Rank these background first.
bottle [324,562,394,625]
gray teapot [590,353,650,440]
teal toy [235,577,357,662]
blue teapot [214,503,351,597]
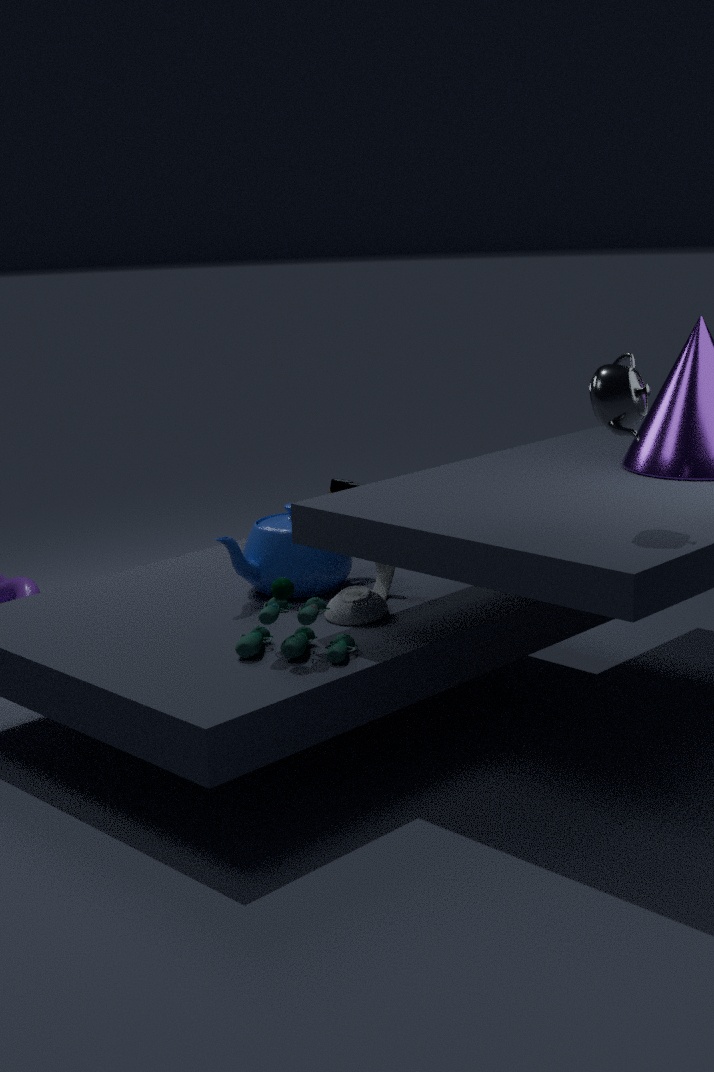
1. blue teapot [214,503,351,597]
2. bottle [324,562,394,625]
3. teal toy [235,577,357,662]
4. gray teapot [590,353,650,440]
